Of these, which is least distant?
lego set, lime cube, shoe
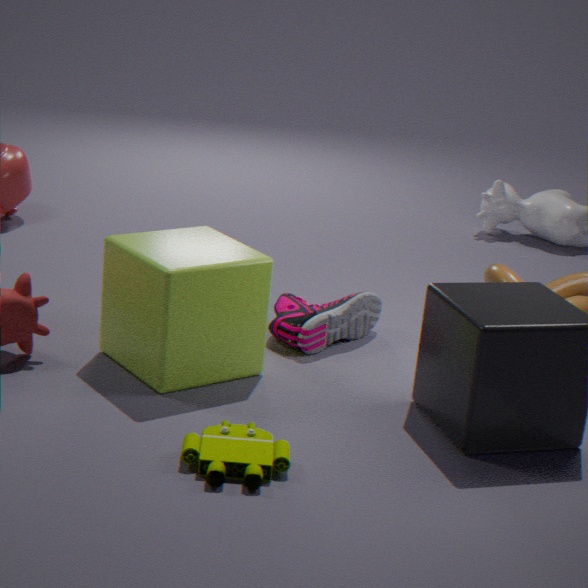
lego set
